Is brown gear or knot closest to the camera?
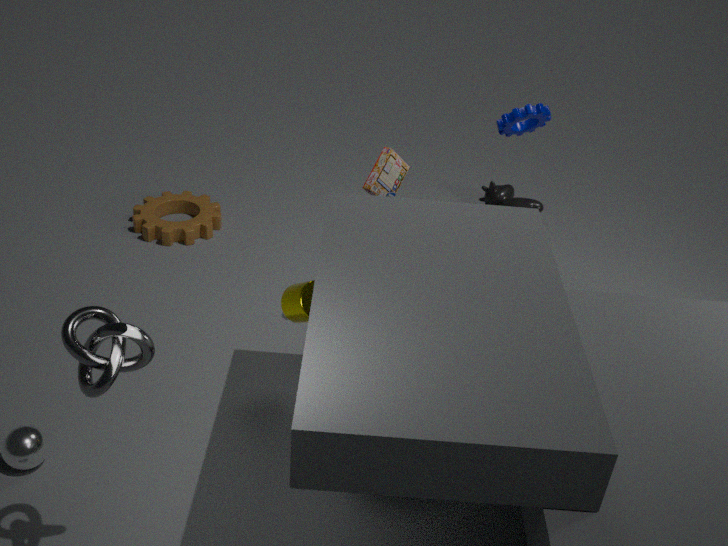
knot
